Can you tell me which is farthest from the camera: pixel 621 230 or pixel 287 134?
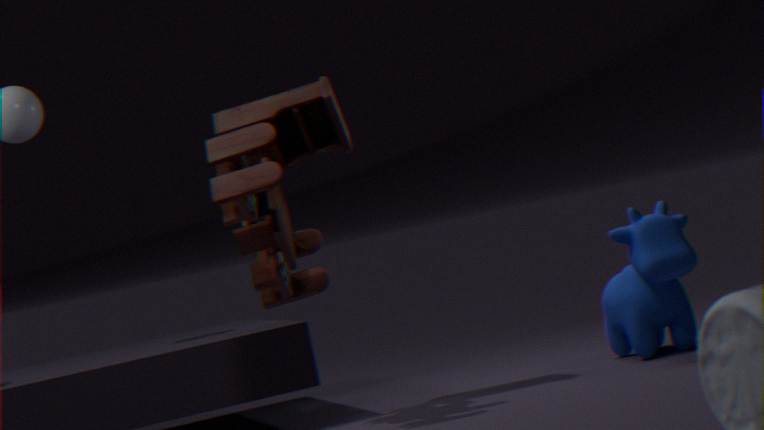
pixel 287 134
